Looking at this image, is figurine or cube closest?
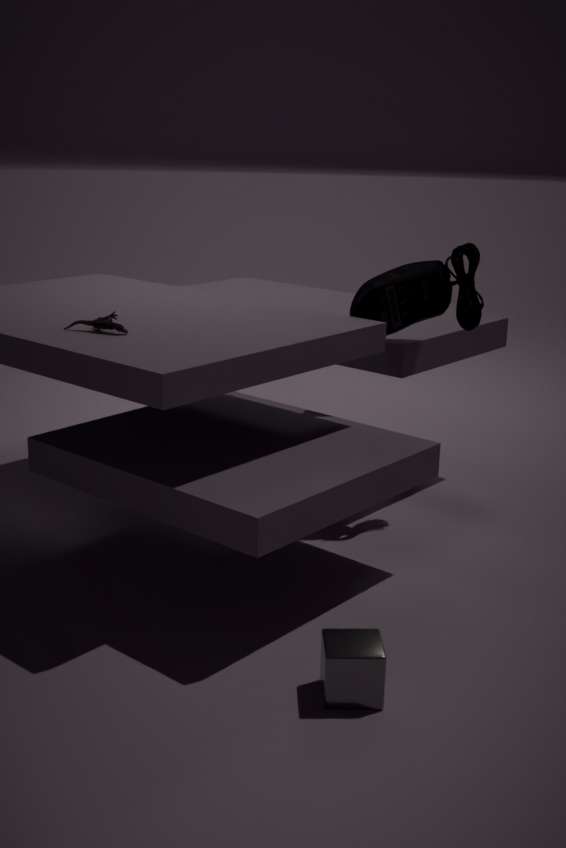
cube
